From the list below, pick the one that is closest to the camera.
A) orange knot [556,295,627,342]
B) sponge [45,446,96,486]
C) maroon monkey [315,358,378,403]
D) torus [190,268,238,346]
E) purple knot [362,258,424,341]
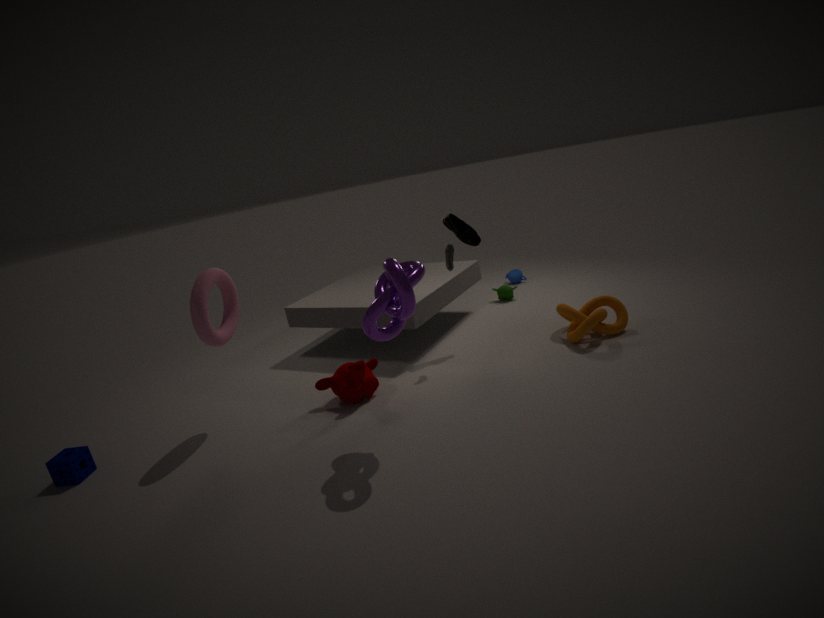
purple knot [362,258,424,341]
